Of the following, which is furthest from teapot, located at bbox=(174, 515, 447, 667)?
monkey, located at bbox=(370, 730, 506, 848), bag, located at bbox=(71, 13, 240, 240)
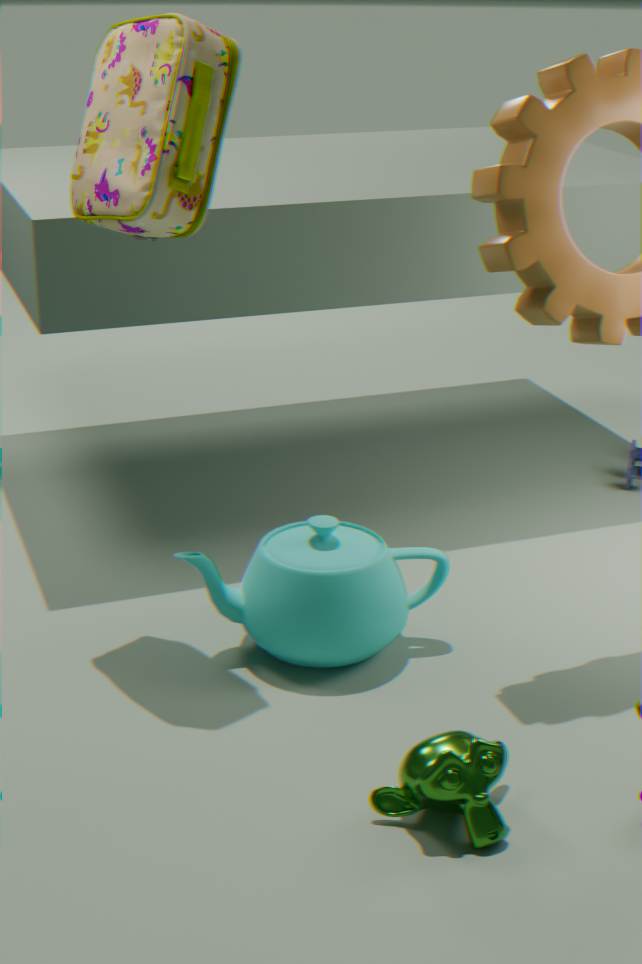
bag, located at bbox=(71, 13, 240, 240)
